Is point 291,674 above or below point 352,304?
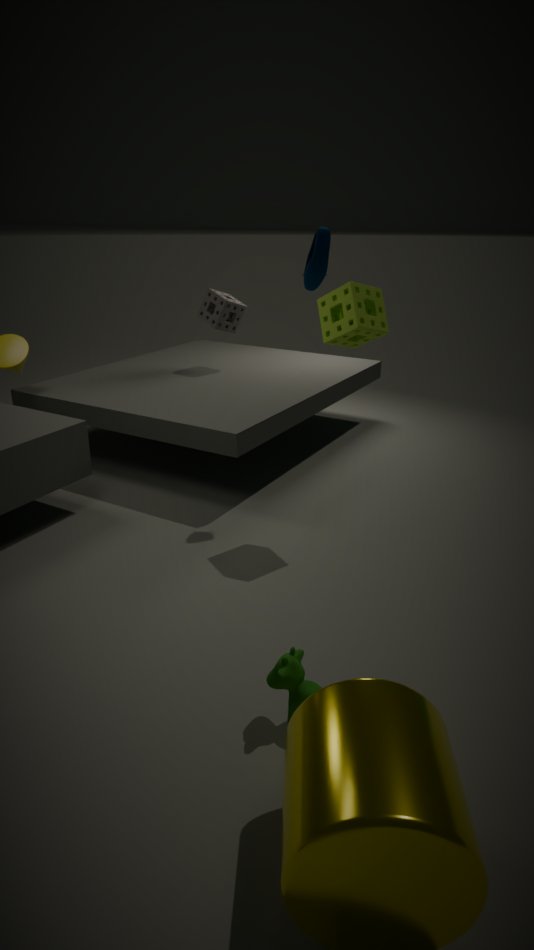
below
